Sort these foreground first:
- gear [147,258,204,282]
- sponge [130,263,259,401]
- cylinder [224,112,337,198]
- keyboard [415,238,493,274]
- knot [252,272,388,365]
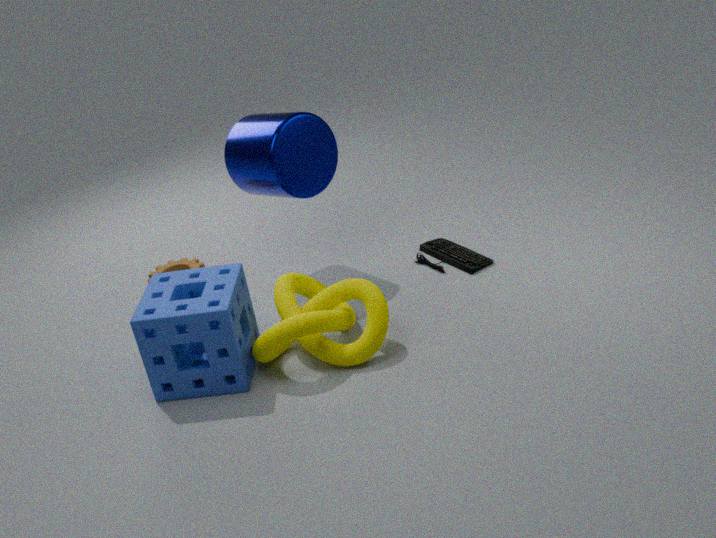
1. sponge [130,263,259,401]
2. knot [252,272,388,365]
3. cylinder [224,112,337,198]
4. keyboard [415,238,493,274]
5. gear [147,258,204,282]
